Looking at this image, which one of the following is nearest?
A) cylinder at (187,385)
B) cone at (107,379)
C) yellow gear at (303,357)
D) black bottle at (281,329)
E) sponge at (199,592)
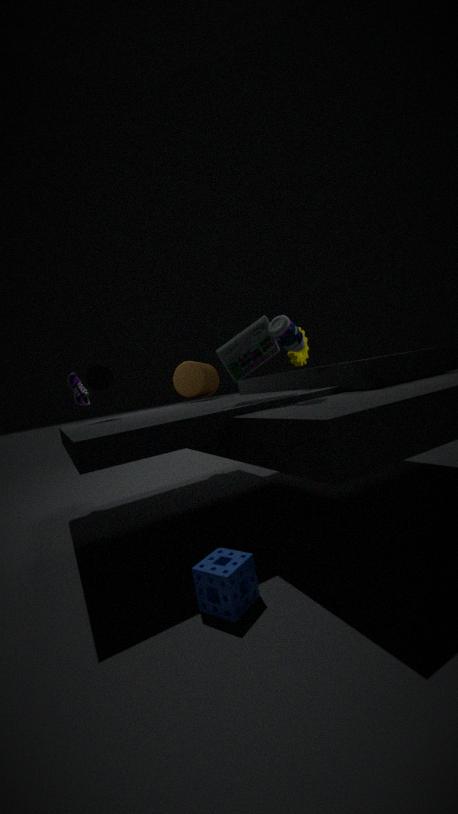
sponge at (199,592)
